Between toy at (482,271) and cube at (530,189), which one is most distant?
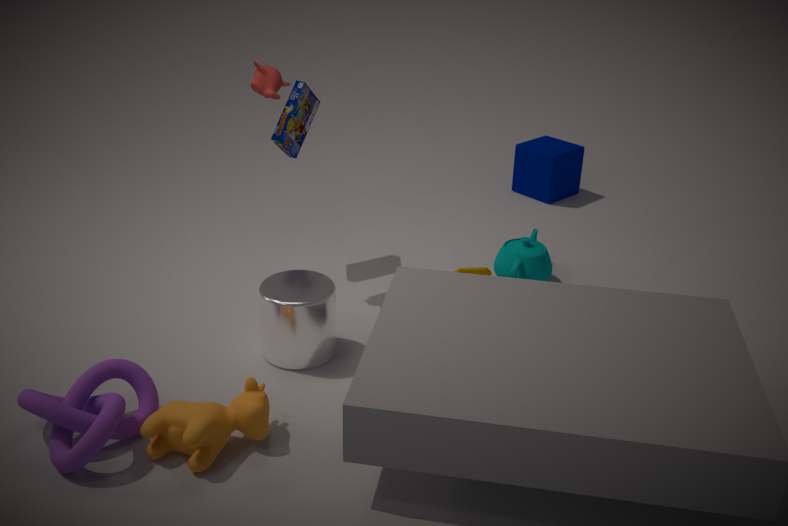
cube at (530,189)
